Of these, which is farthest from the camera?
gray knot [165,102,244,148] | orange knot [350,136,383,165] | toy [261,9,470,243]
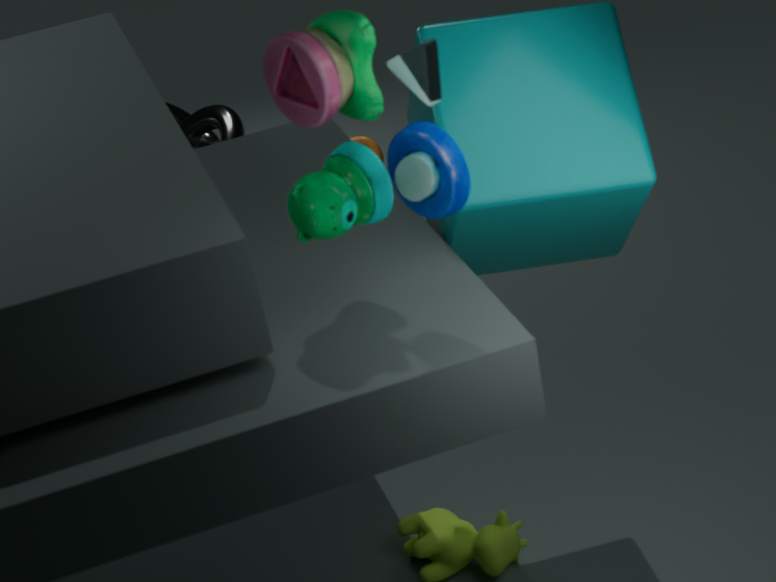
gray knot [165,102,244,148]
